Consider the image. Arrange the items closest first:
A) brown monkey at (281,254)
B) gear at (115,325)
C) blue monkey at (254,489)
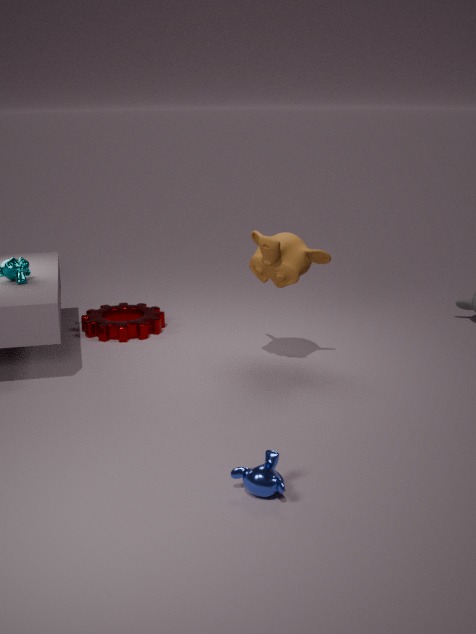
blue monkey at (254,489)
brown monkey at (281,254)
gear at (115,325)
